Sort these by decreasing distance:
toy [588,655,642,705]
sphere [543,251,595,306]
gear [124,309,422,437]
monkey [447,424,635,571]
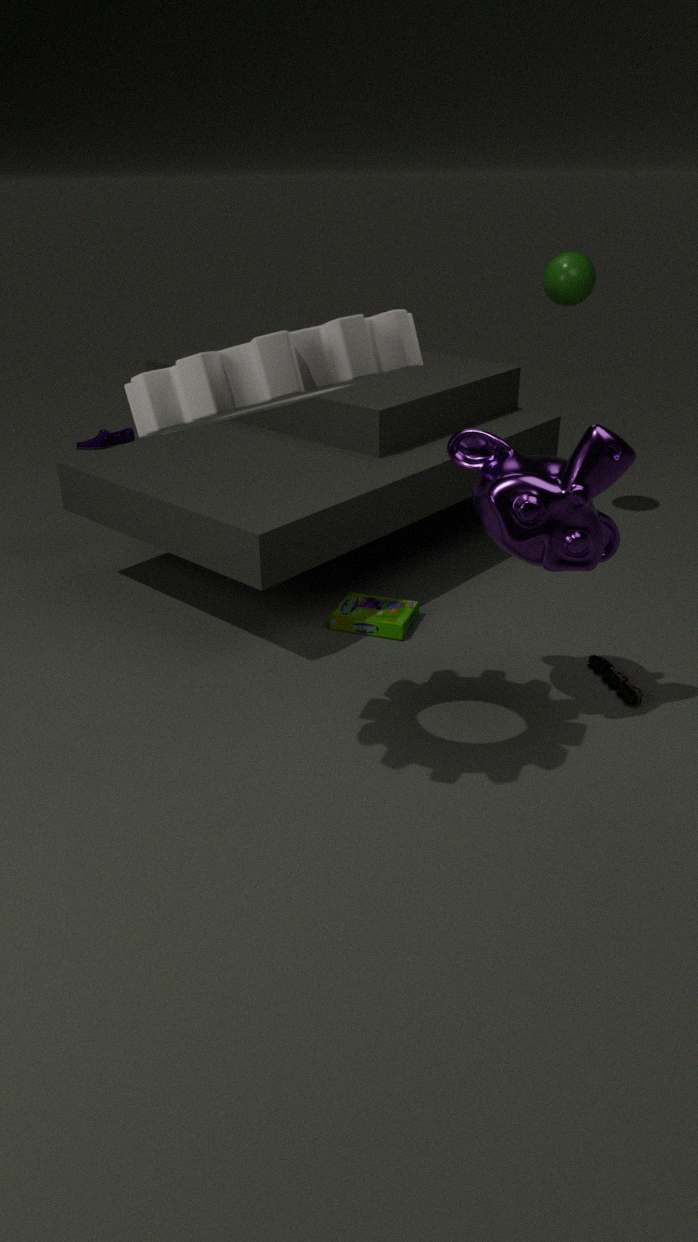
sphere [543,251,595,306]
toy [588,655,642,705]
monkey [447,424,635,571]
gear [124,309,422,437]
